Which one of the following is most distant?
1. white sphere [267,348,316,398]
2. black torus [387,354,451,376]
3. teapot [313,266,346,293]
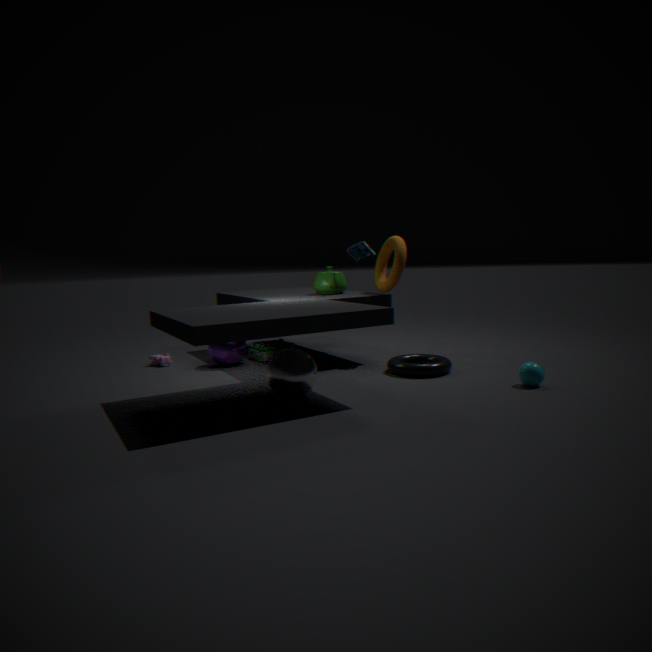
teapot [313,266,346,293]
